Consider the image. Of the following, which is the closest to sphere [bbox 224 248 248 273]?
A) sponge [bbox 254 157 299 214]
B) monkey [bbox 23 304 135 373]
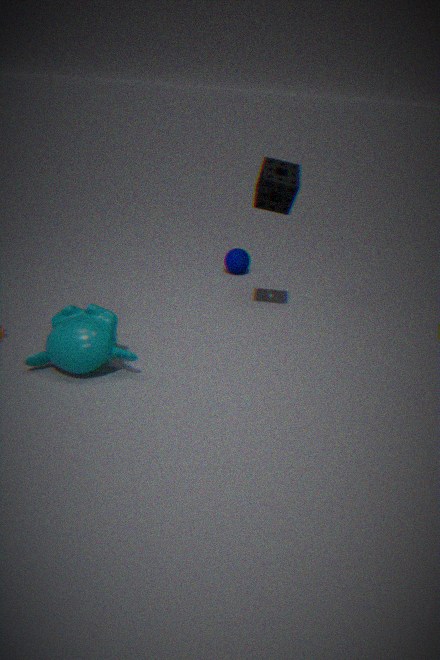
sponge [bbox 254 157 299 214]
